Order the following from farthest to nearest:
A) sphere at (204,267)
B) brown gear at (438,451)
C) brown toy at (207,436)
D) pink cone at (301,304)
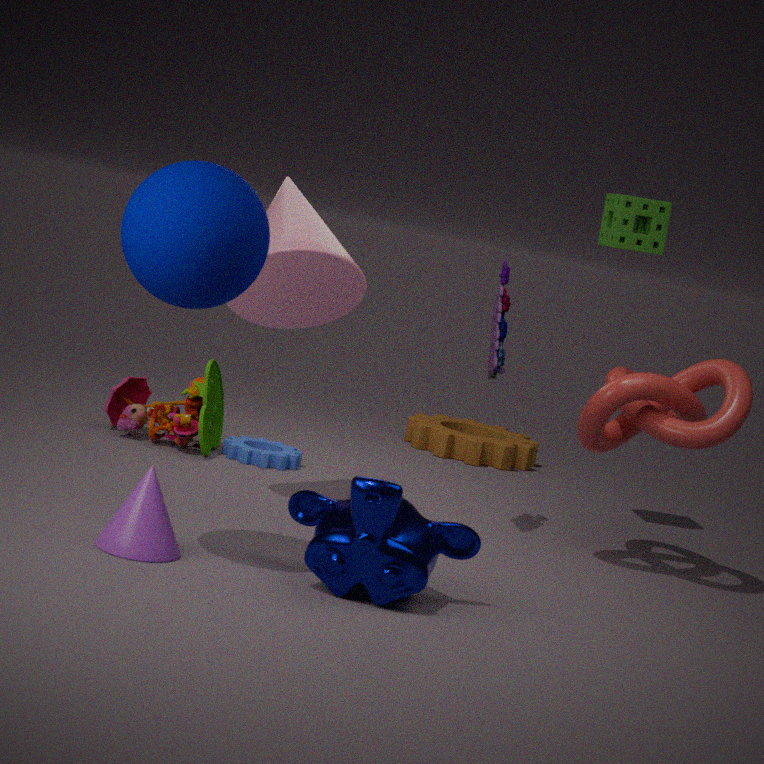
brown gear at (438,451)
brown toy at (207,436)
pink cone at (301,304)
sphere at (204,267)
